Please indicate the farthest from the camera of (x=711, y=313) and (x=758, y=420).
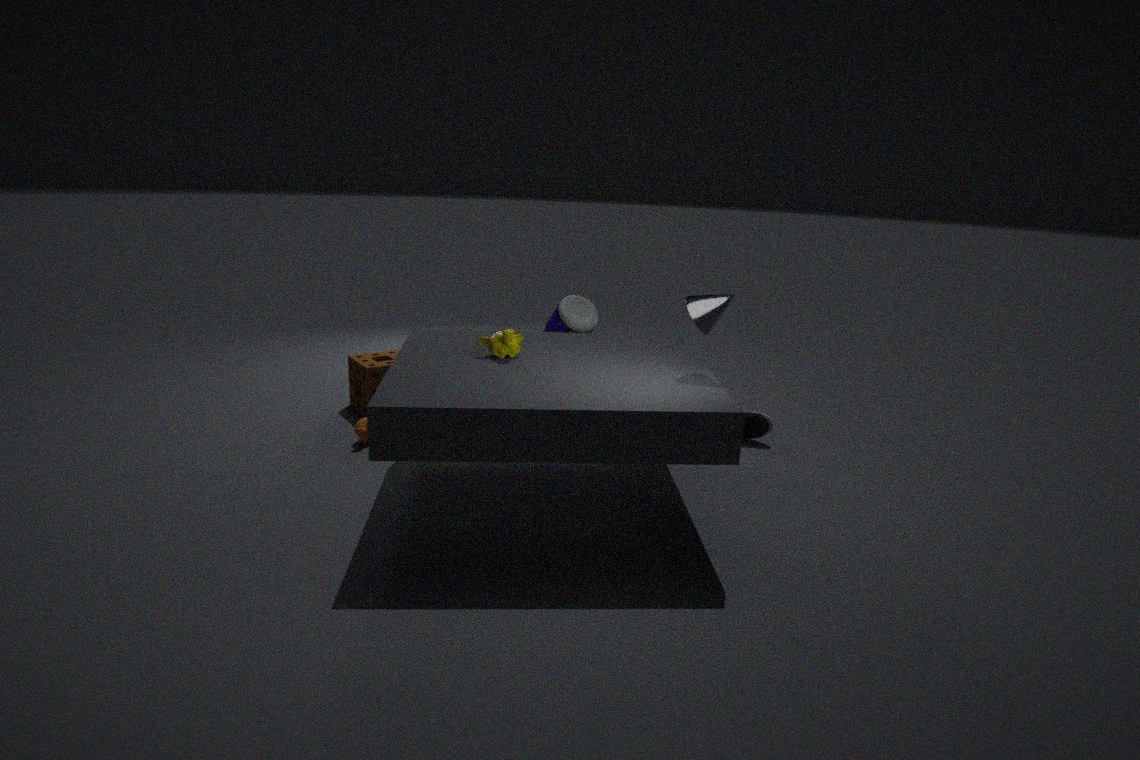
(x=758, y=420)
